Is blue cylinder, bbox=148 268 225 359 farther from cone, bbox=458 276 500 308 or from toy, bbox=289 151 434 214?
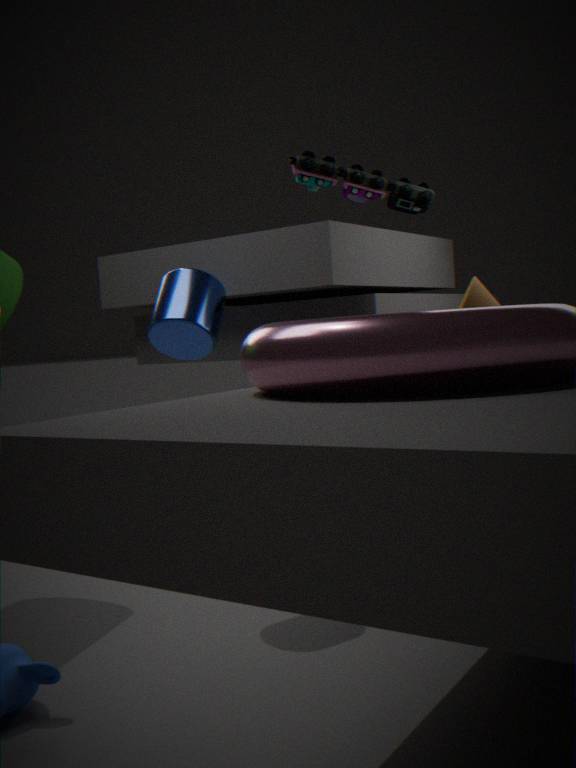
cone, bbox=458 276 500 308
